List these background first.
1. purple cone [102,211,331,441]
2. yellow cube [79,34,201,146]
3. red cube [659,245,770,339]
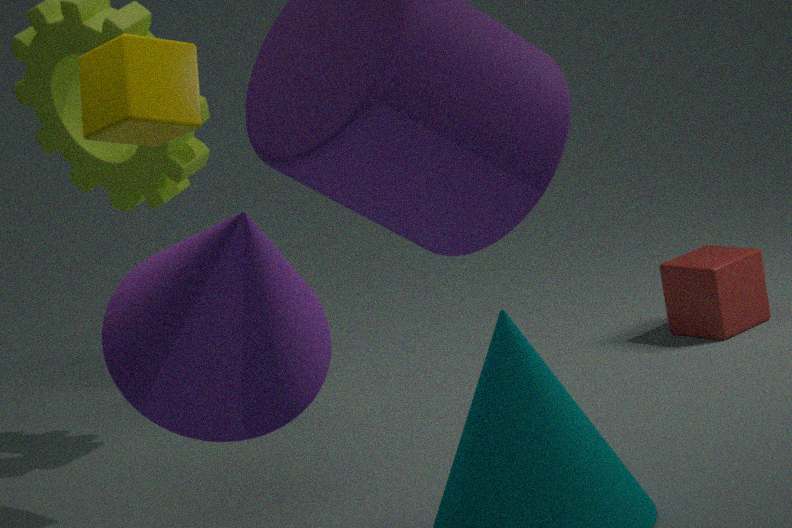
red cube [659,245,770,339] → yellow cube [79,34,201,146] → purple cone [102,211,331,441]
